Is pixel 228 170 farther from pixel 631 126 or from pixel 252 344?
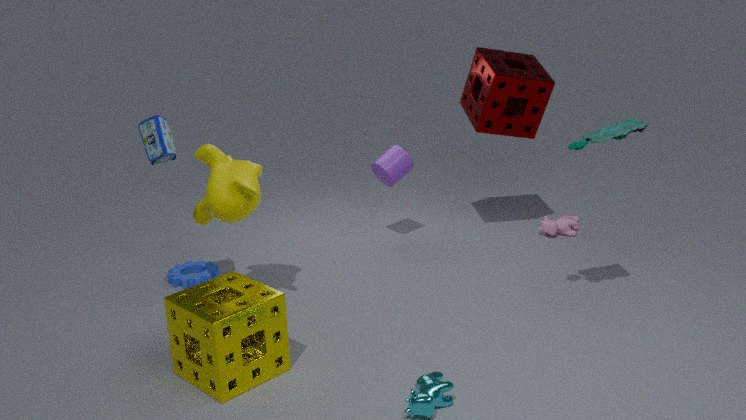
pixel 631 126
